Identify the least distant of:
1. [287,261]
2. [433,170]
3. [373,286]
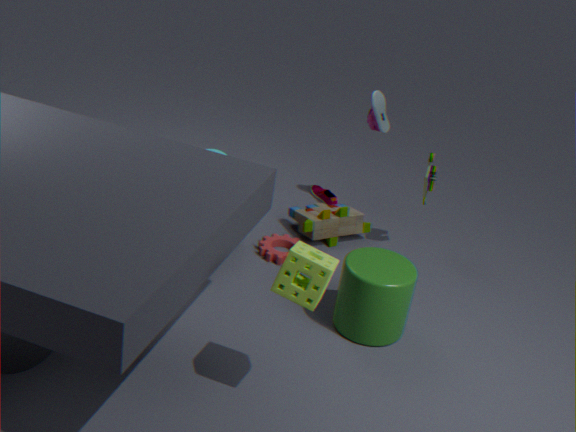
[287,261]
